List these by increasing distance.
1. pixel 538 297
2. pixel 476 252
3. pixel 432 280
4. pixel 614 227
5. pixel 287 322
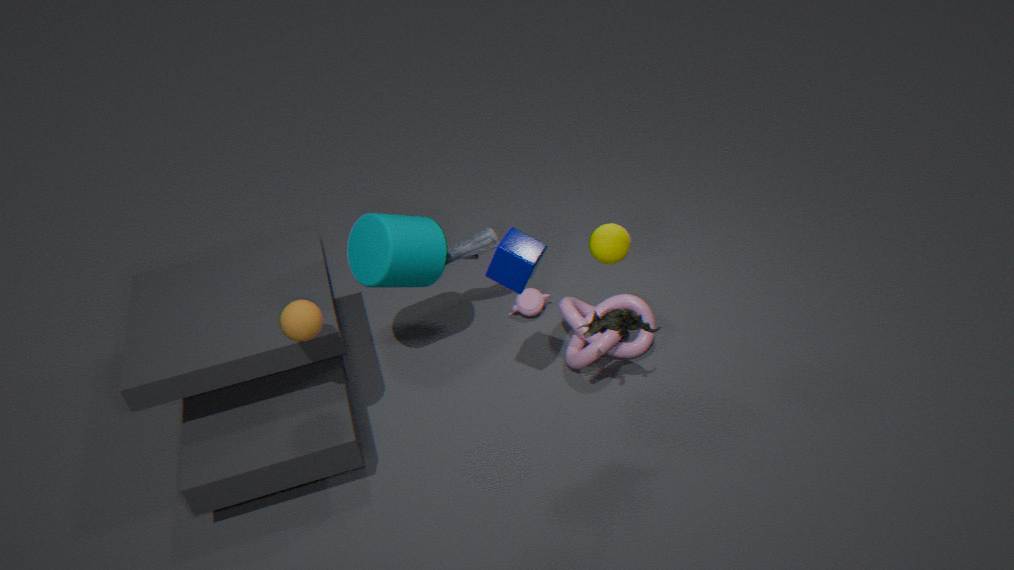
pixel 287 322 < pixel 614 227 < pixel 432 280 < pixel 476 252 < pixel 538 297
